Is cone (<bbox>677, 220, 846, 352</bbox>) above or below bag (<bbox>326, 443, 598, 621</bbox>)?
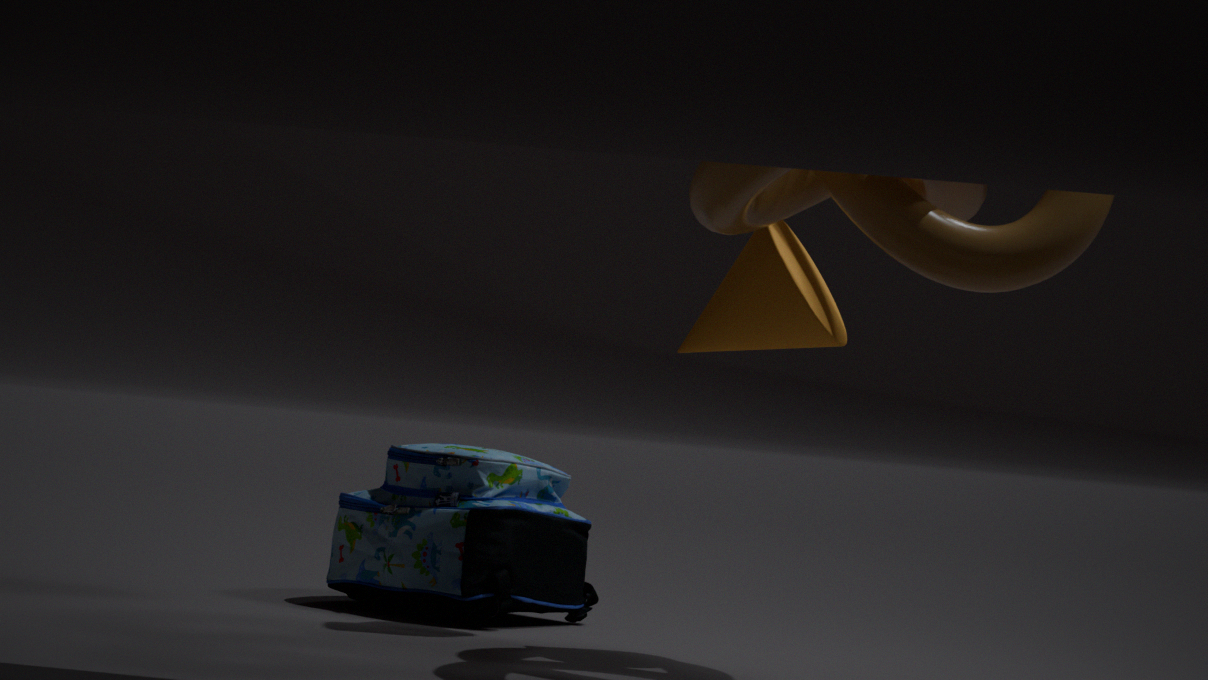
above
